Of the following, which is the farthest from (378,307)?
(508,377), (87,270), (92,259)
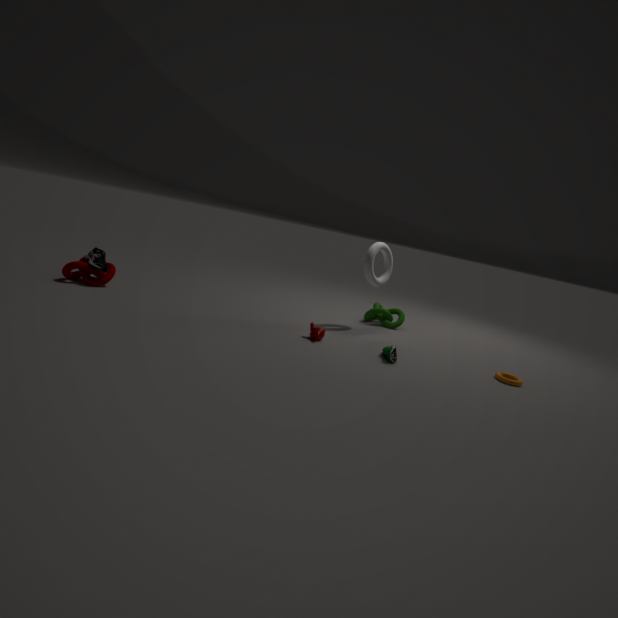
(87,270)
